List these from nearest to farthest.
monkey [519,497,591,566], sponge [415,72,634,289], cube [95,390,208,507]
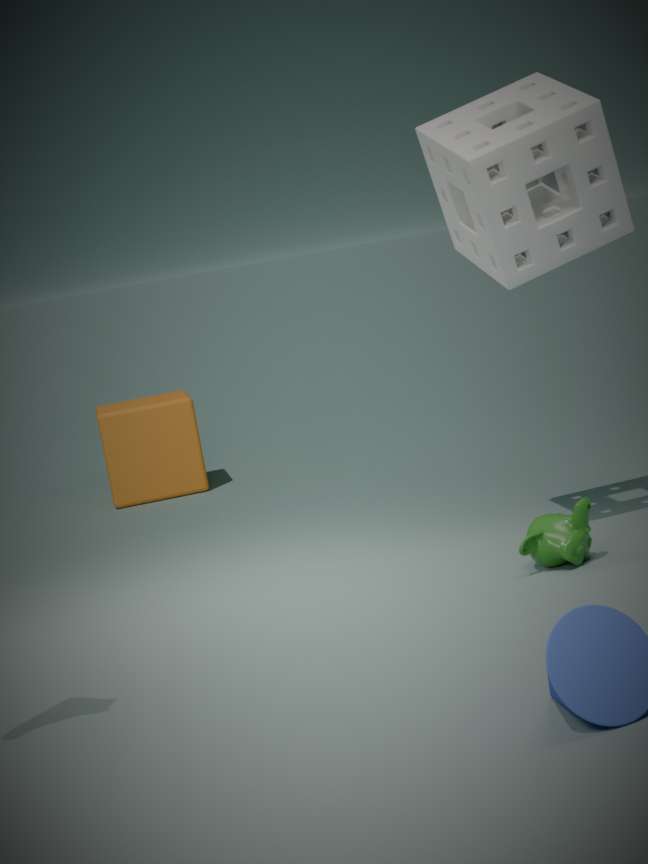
sponge [415,72,634,289] → monkey [519,497,591,566] → cube [95,390,208,507]
